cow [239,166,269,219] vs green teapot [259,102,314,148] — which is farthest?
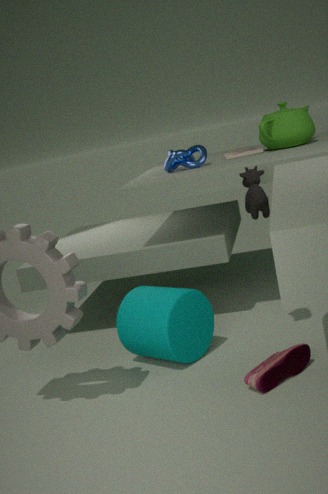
green teapot [259,102,314,148]
